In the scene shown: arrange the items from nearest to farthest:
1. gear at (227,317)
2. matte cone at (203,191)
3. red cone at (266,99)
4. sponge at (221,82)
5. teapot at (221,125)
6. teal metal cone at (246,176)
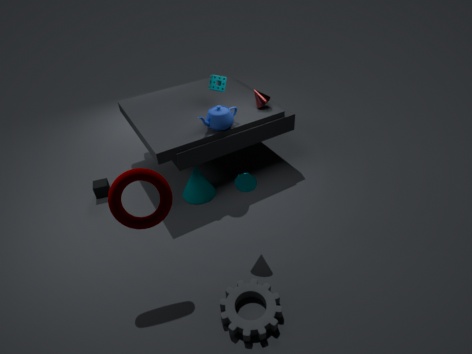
gear at (227,317) < teal metal cone at (246,176) < teapot at (221,125) < matte cone at (203,191) < sponge at (221,82) < red cone at (266,99)
